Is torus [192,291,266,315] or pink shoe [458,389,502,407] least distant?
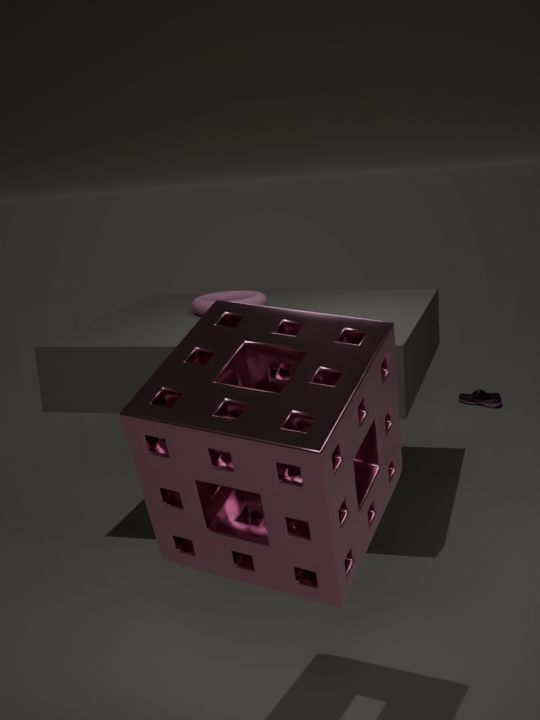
torus [192,291,266,315]
